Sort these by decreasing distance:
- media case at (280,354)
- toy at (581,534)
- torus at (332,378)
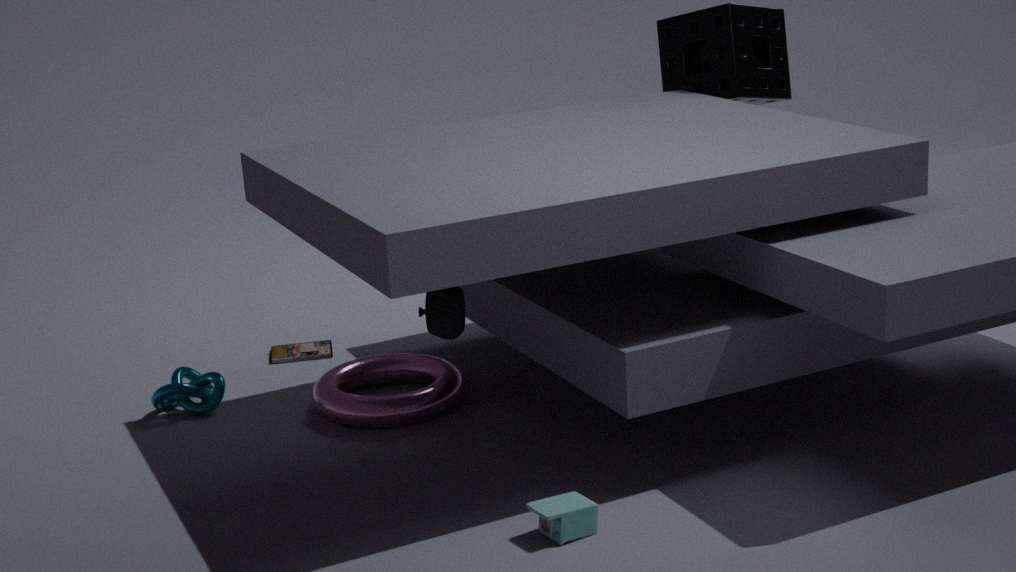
media case at (280,354)
torus at (332,378)
toy at (581,534)
